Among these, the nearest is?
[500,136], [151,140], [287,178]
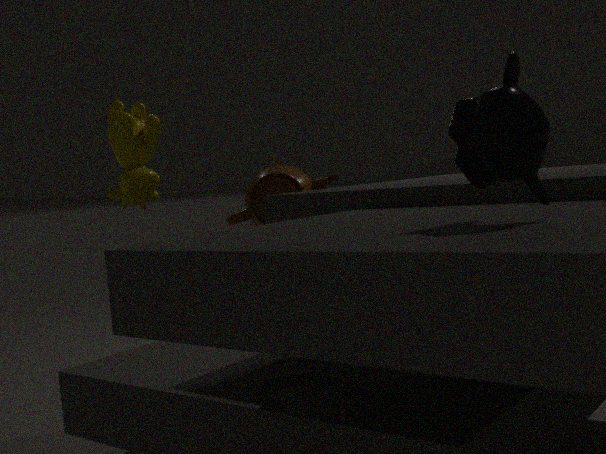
[500,136]
